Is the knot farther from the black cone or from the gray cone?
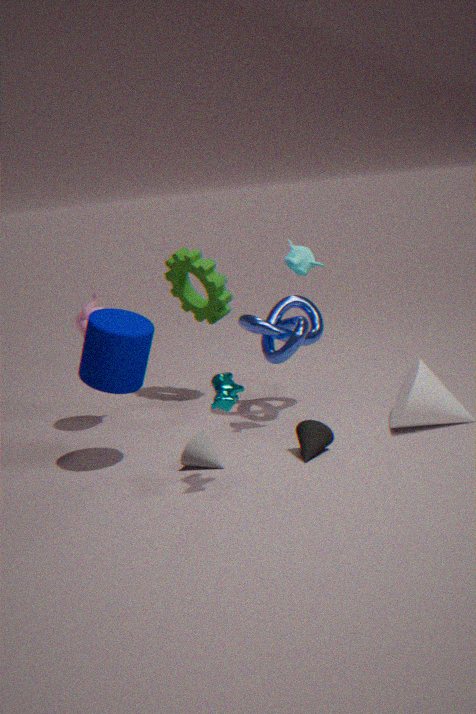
the gray cone
